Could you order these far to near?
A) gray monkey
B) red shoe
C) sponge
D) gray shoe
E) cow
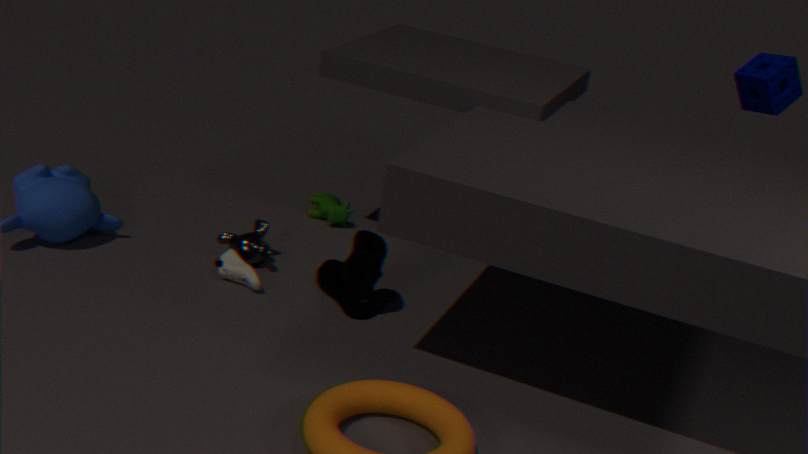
cow, sponge, gray monkey, gray shoe, red shoe
